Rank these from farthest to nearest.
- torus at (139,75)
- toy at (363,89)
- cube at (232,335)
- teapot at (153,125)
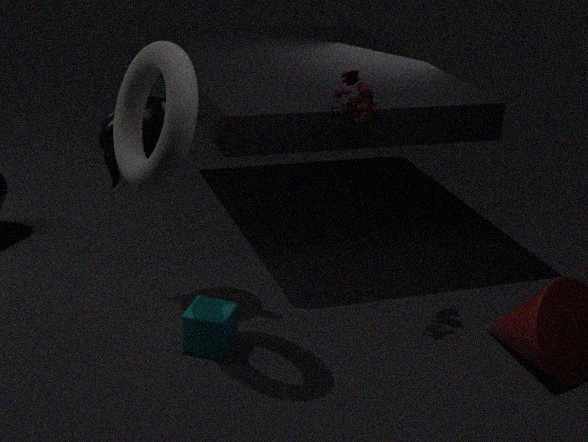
1. teapot at (153,125)
2. cube at (232,335)
3. toy at (363,89)
4. torus at (139,75)
